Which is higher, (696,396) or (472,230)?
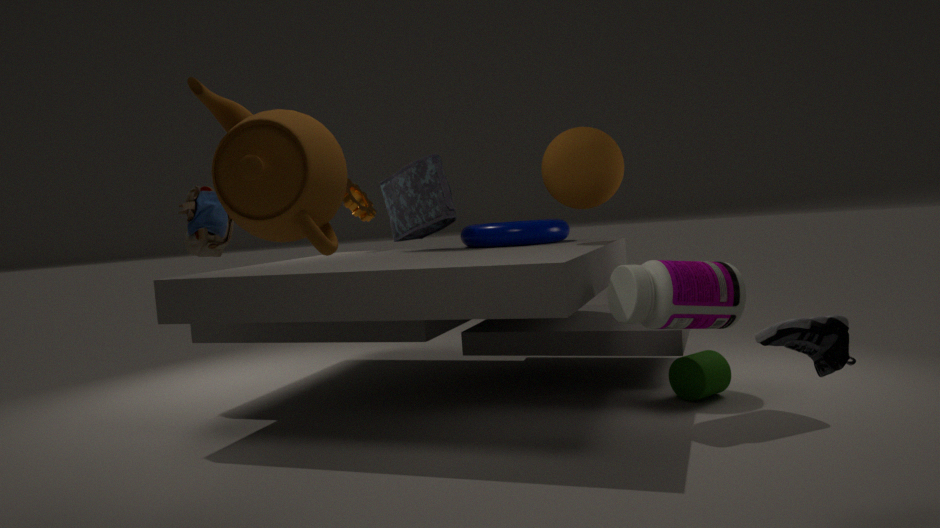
(472,230)
